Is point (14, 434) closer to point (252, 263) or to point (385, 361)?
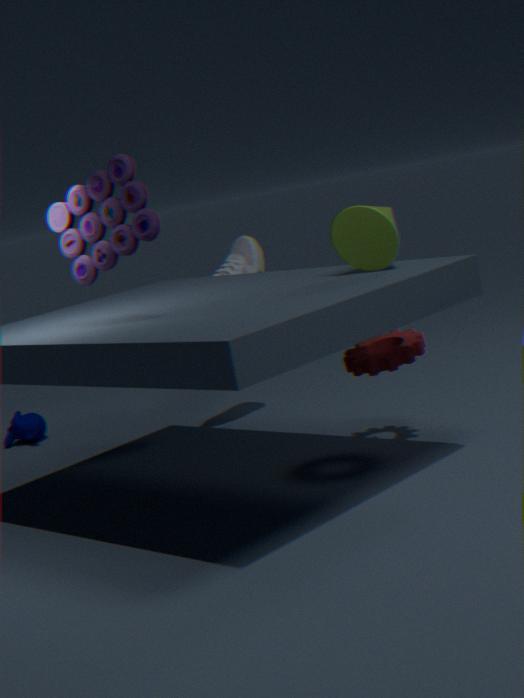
point (252, 263)
